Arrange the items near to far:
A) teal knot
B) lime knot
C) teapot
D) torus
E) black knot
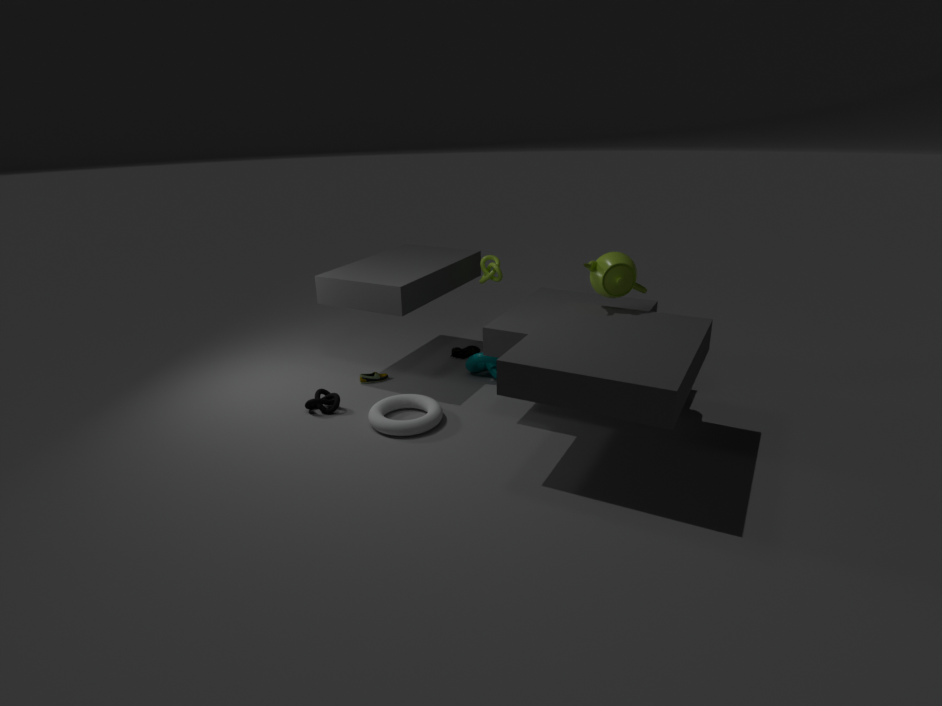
teapot < torus < black knot < teal knot < lime knot
